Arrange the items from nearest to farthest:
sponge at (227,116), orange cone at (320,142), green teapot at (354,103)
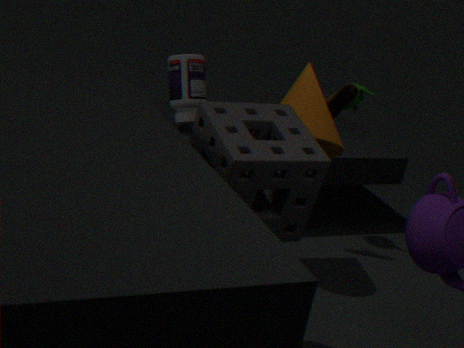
sponge at (227,116)
orange cone at (320,142)
green teapot at (354,103)
